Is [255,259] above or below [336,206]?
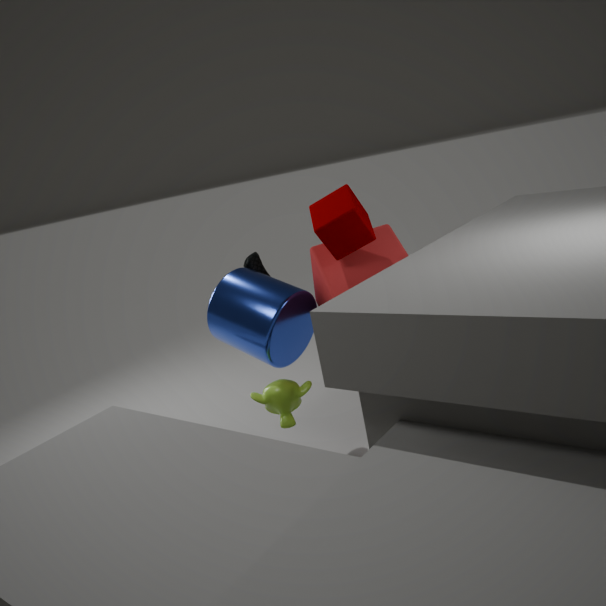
below
